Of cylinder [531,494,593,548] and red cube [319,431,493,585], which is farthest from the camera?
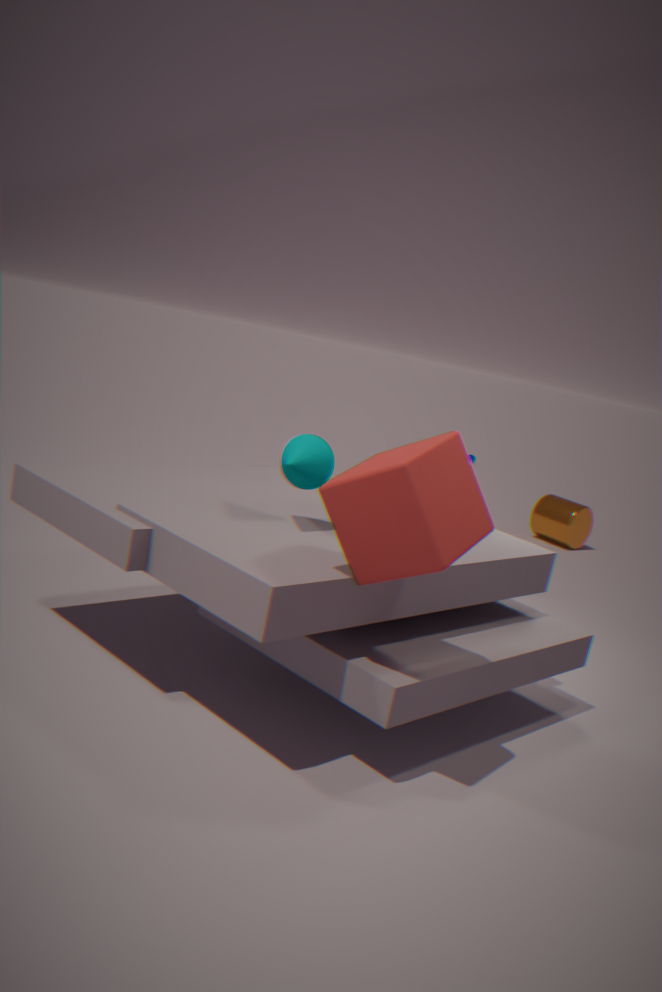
cylinder [531,494,593,548]
